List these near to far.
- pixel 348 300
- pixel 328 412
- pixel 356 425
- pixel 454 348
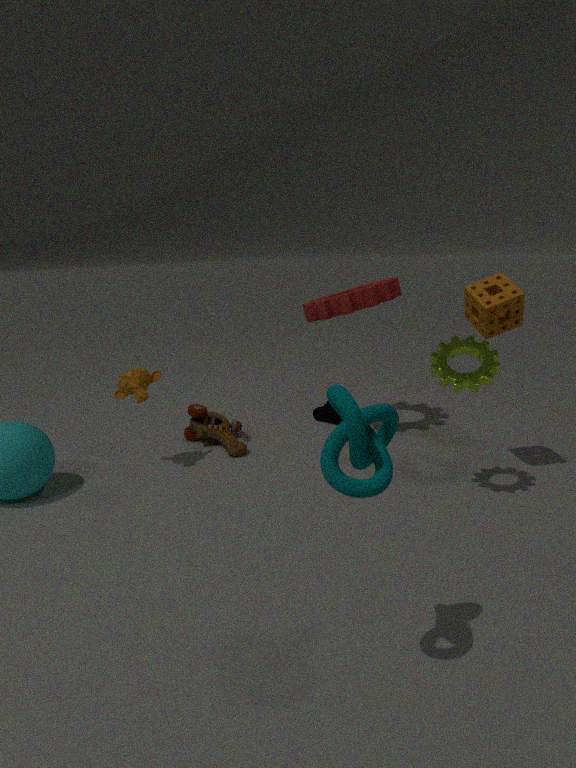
1. pixel 356 425
2. pixel 454 348
3. pixel 348 300
4. pixel 328 412
